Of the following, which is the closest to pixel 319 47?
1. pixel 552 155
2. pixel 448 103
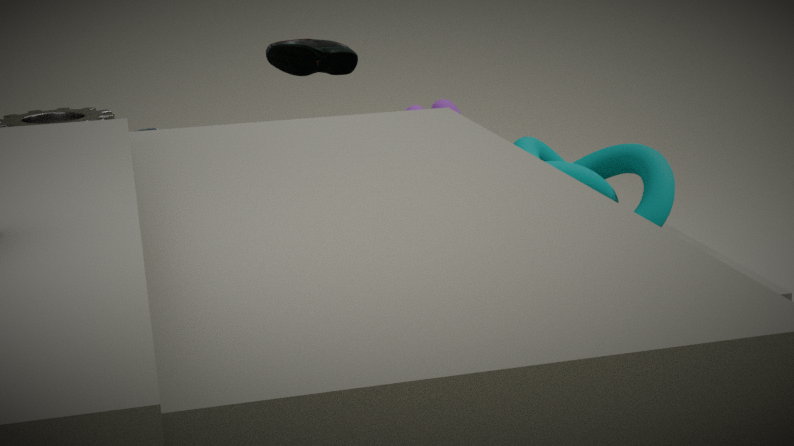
pixel 448 103
